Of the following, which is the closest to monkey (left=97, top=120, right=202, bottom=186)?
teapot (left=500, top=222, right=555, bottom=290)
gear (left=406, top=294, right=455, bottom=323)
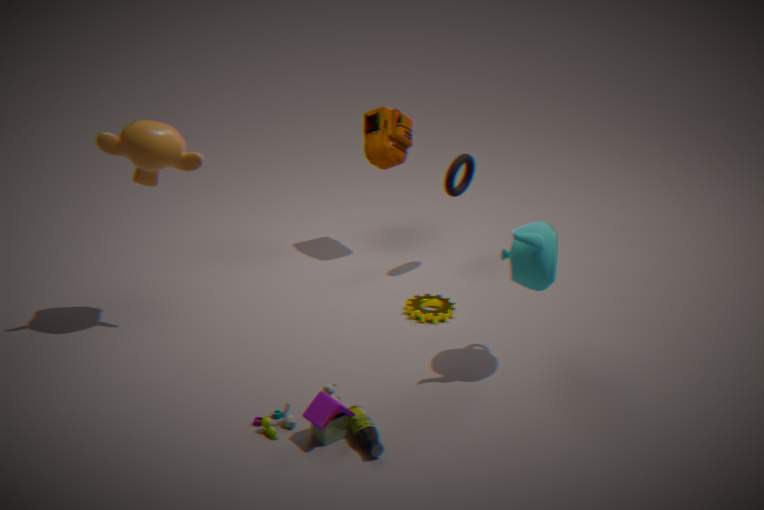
gear (left=406, top=294, right=455, bottom=323)
